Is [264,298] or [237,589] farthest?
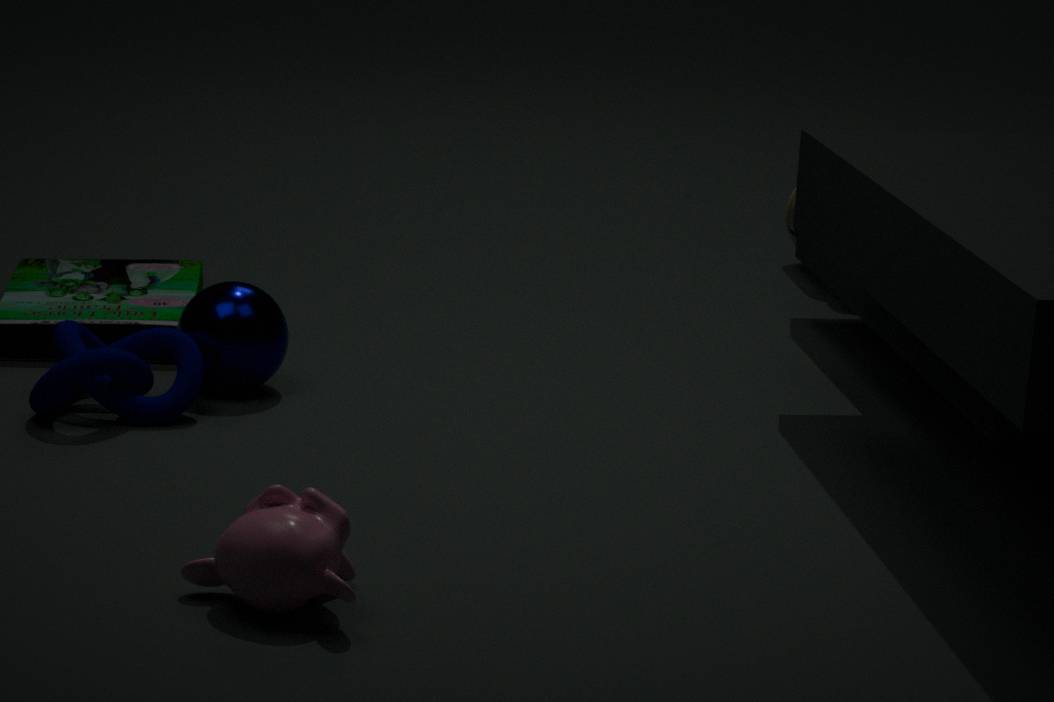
[264,298]
